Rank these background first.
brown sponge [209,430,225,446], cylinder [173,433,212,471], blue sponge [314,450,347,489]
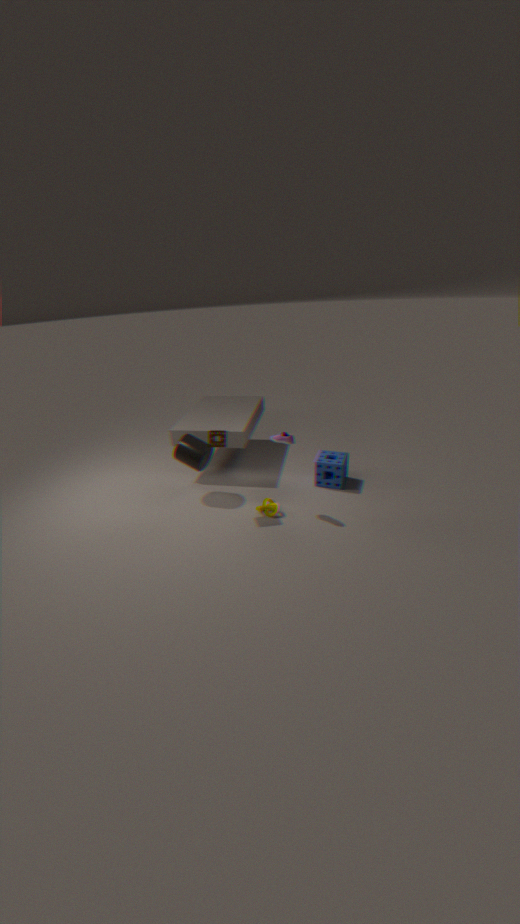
blue sponge [314,450,347,489] < cylinder [173,433,212,471] < brown sponge [209,430,225,446]
